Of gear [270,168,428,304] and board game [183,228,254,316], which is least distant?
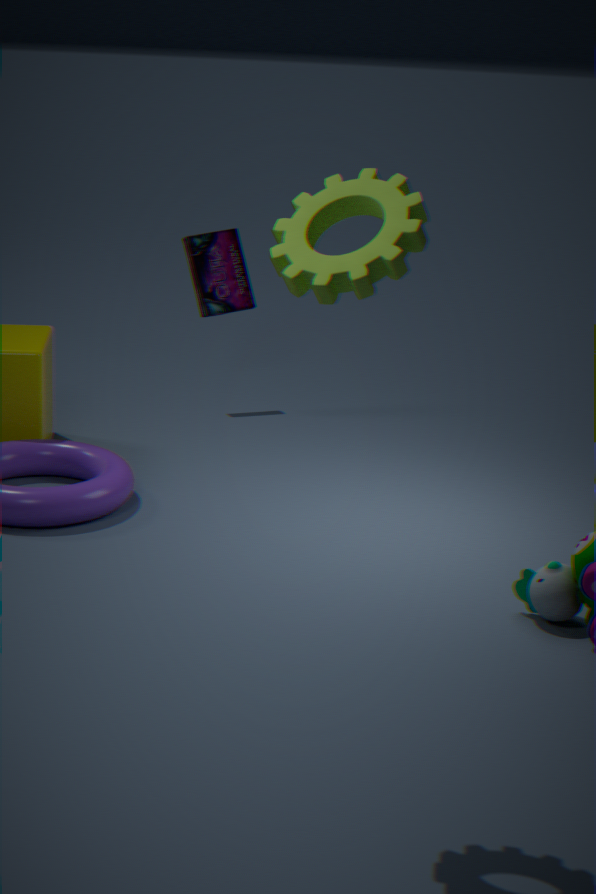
gear [270,168,428,304]
